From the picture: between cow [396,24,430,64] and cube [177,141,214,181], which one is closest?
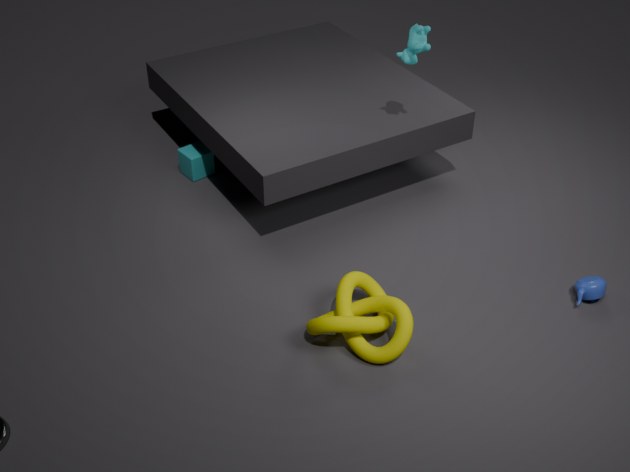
cow [396,24,430,64]
